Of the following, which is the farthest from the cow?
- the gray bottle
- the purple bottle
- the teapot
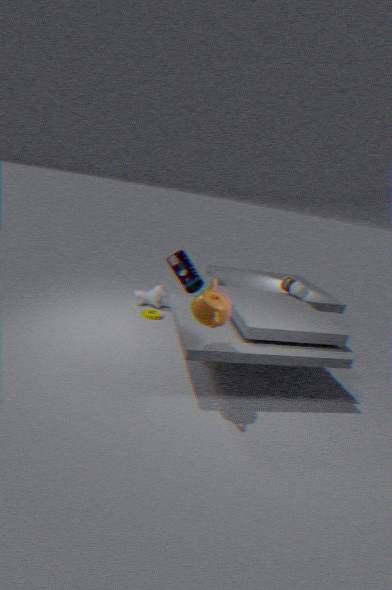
the teapot
